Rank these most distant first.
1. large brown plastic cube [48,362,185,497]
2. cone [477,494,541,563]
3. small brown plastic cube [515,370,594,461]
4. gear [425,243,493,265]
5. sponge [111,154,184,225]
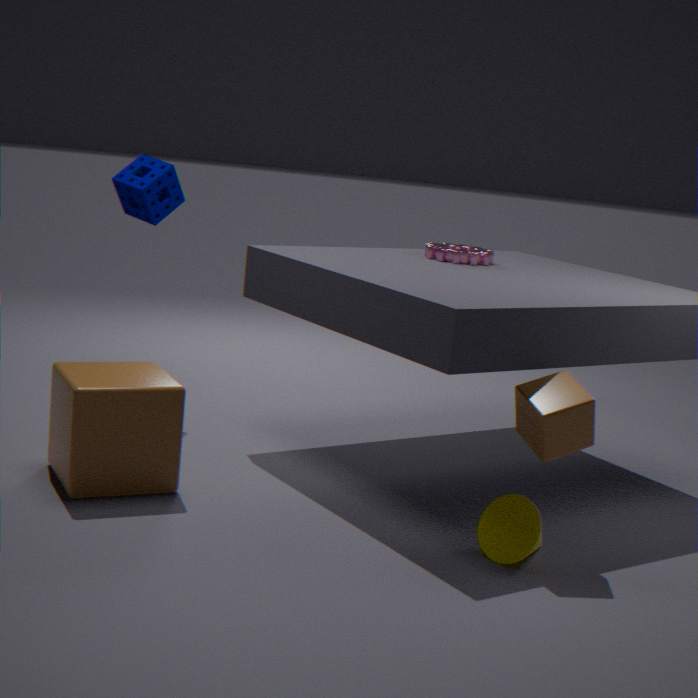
sponge [111,154,184,225]
gear [425,243,493,265]
large brown plastic cube [48,362,185,497]
cone [477,494,541,563]
small brown plastic cube [515,370,594,461]
